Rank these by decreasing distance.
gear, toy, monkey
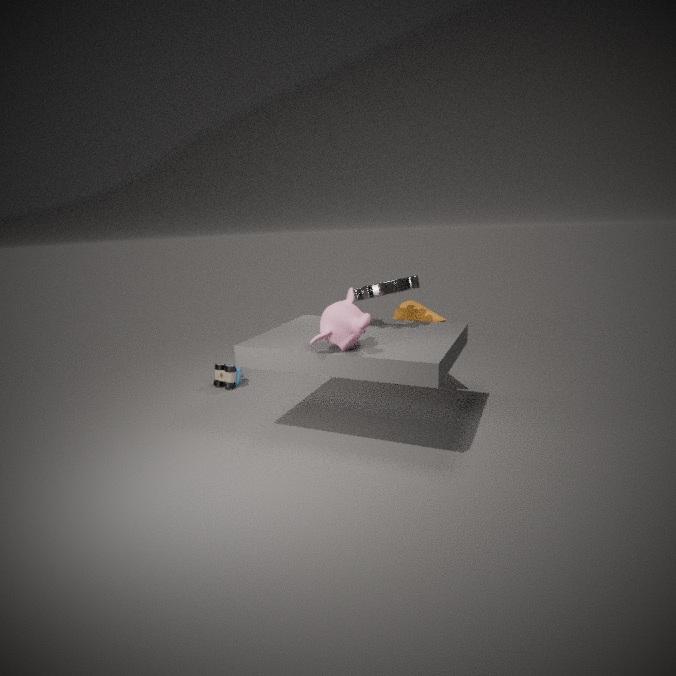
toy, gear, monkey
